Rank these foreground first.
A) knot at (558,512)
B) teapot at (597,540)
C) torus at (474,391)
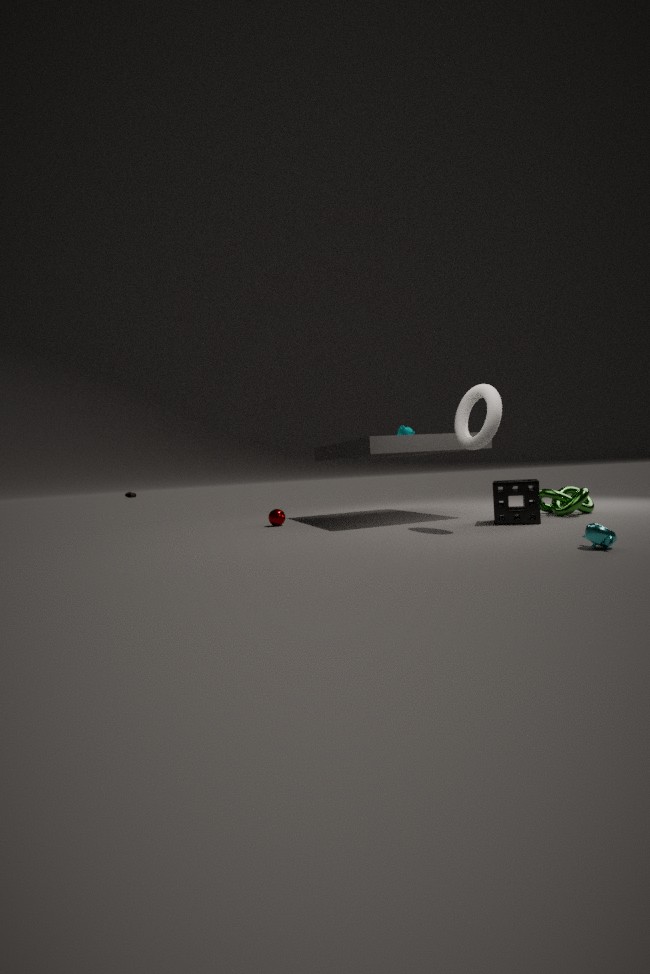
1. teapot at (597,540)
2. torus at (474,391)
3. knot at (558,512)
